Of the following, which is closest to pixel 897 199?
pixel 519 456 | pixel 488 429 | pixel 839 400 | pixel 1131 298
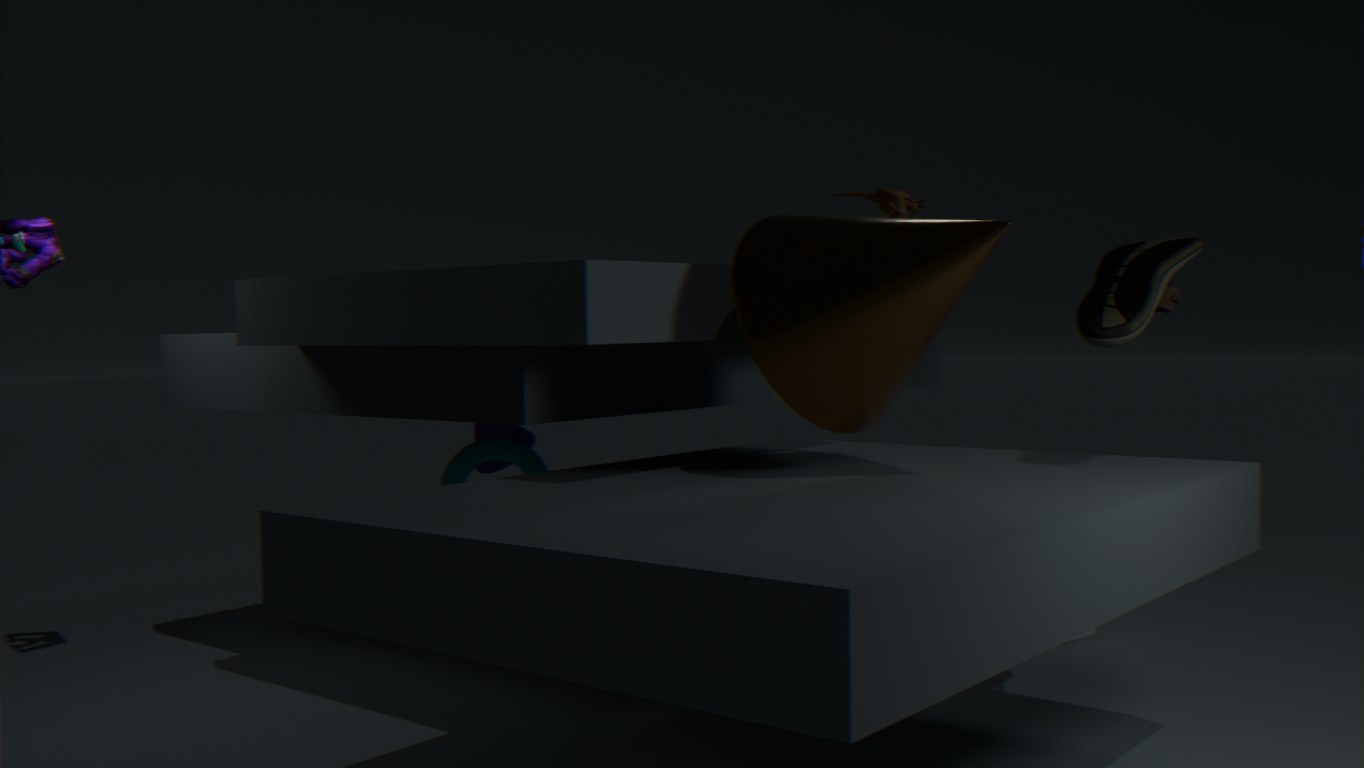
pixel 839 400
